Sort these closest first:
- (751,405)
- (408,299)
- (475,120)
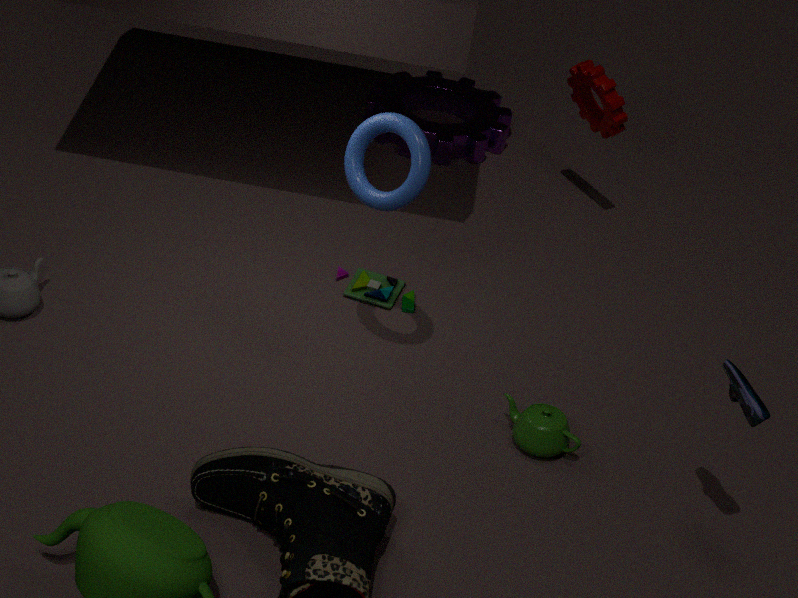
(751,405) < (408,299) < (475,120)
